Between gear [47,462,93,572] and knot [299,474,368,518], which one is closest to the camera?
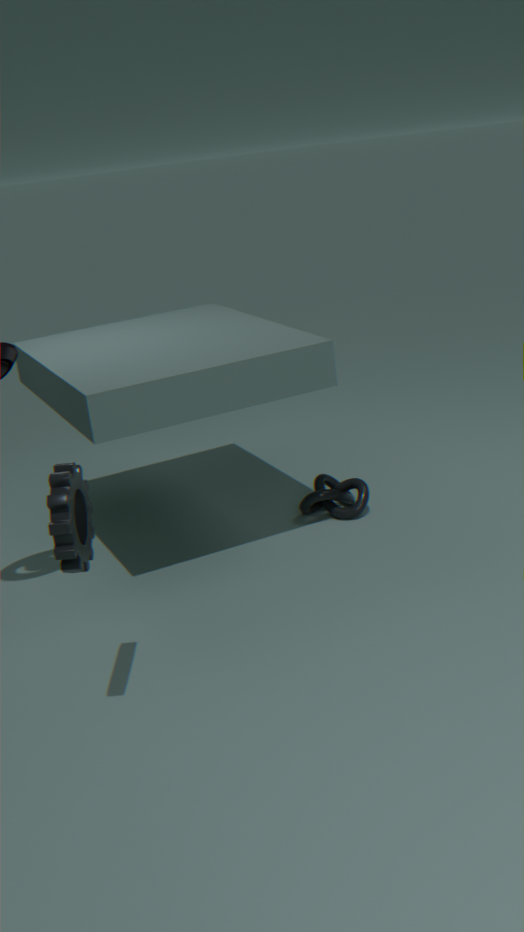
gear [47,462,93,572]
